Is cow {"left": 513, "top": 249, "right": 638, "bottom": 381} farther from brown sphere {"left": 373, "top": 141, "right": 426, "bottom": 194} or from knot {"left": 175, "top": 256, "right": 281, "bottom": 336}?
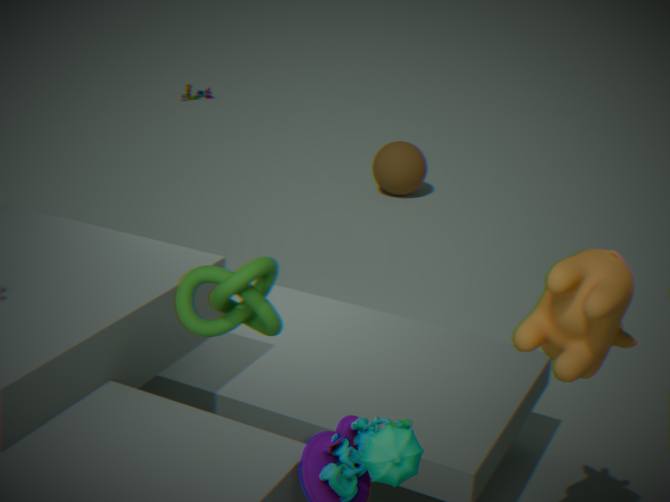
brown sphere {"left": 373, "top": 141, "right": 426, "bottom": 194}
